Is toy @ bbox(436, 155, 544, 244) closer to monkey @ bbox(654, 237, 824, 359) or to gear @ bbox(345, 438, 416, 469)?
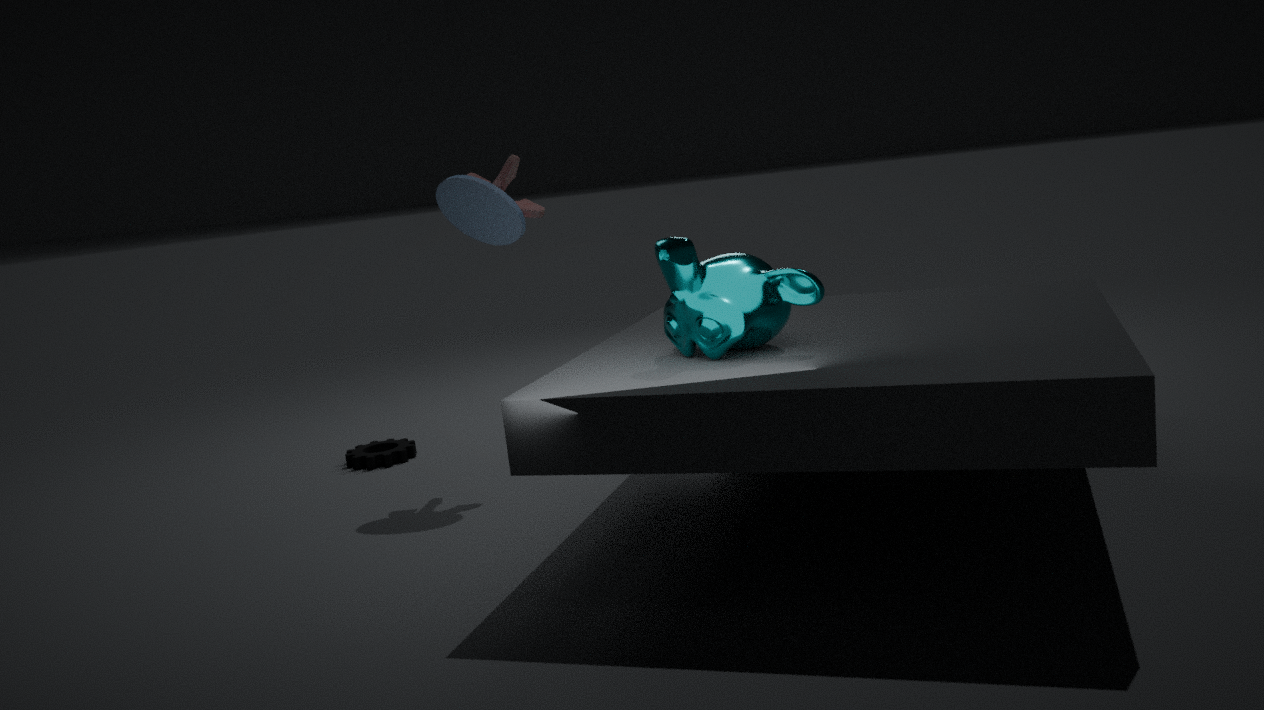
monkey @ bbox(654, 237, 824, 359)
